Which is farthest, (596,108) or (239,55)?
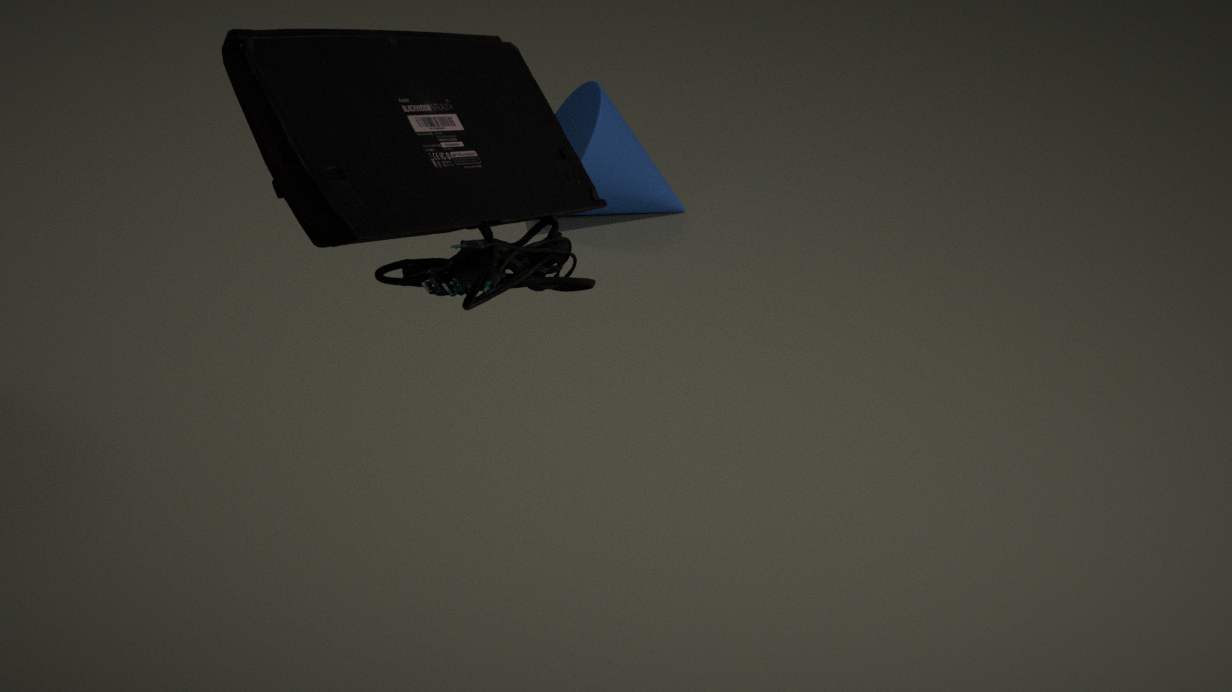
(596,108)
